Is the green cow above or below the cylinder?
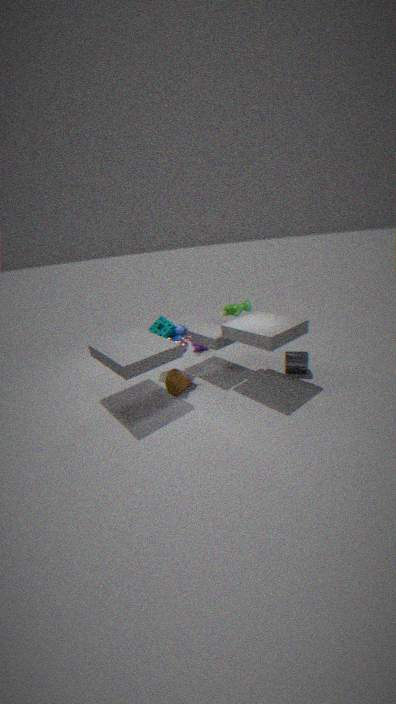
above
